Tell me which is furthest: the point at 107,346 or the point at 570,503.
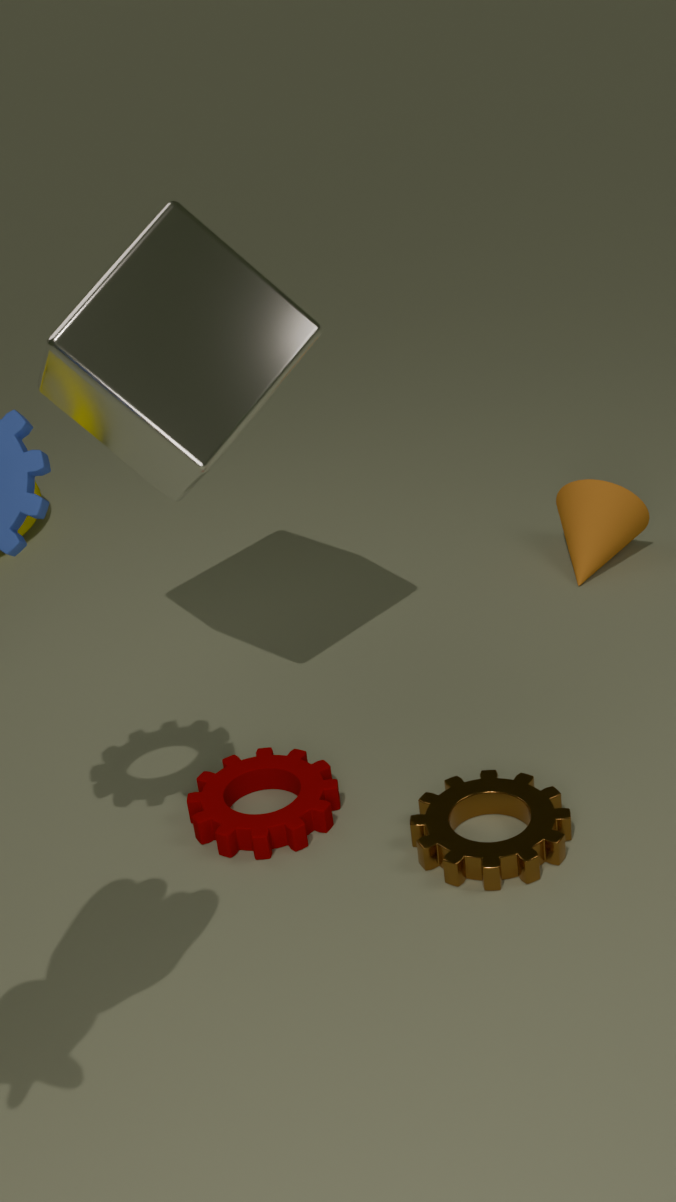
the point at 570,503
